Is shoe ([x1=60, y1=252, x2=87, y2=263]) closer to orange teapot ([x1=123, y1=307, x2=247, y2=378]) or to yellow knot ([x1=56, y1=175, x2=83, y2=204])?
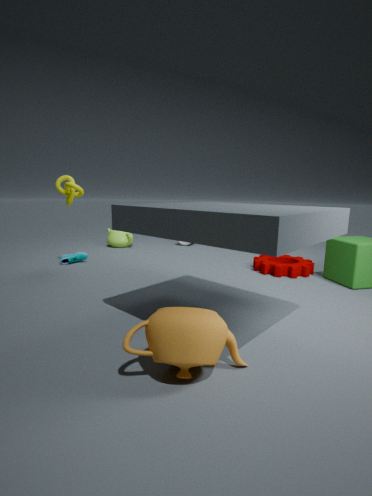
yellow knot ([x1=56, y1=175, x2=83, y2=204])
